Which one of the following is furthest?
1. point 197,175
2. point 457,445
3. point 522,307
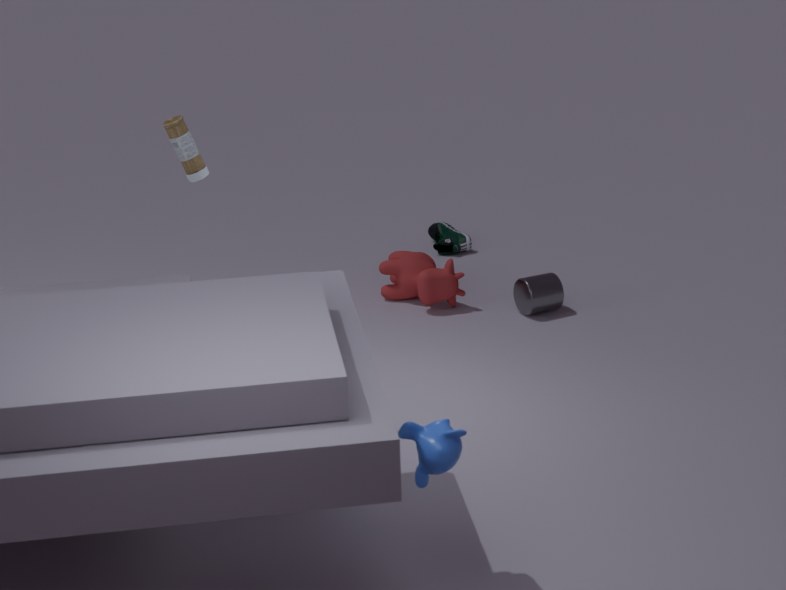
point 522,307
